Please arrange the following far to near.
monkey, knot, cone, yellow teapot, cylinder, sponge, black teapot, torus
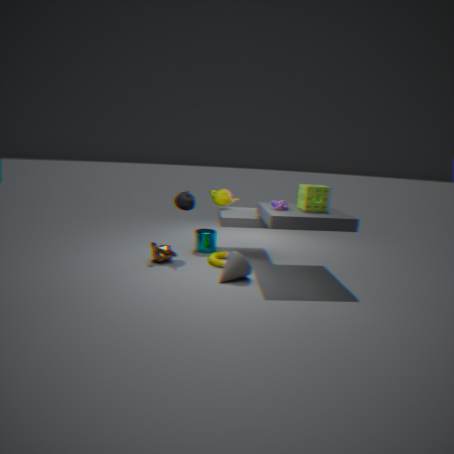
yellow teapot → cylinder → black teapot → torus → monkey → sponge → knot → cone
